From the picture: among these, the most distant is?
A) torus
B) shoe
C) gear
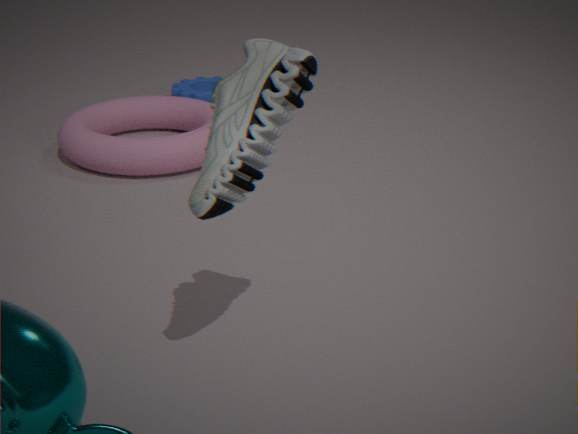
gear
